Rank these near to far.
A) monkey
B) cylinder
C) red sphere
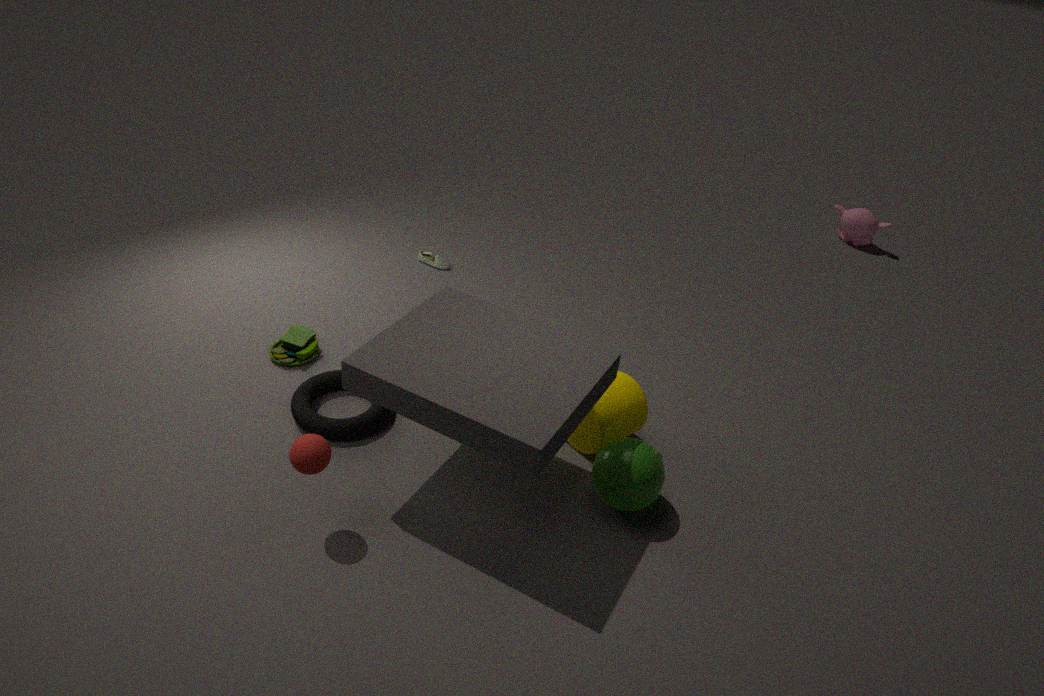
red sphere → cylinder → monkey
